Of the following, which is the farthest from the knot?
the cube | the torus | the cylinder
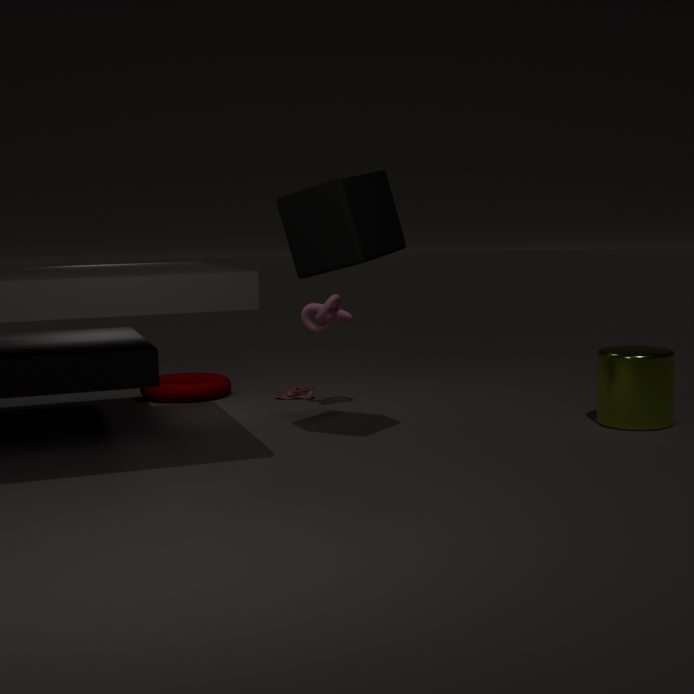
the cylinder
